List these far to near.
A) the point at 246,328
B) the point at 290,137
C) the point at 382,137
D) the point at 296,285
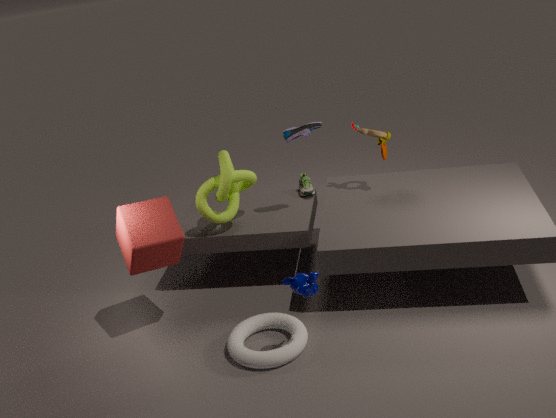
the point at 382,137 < the point at 290,137 < the point at 246,328 < the point at 296,285
